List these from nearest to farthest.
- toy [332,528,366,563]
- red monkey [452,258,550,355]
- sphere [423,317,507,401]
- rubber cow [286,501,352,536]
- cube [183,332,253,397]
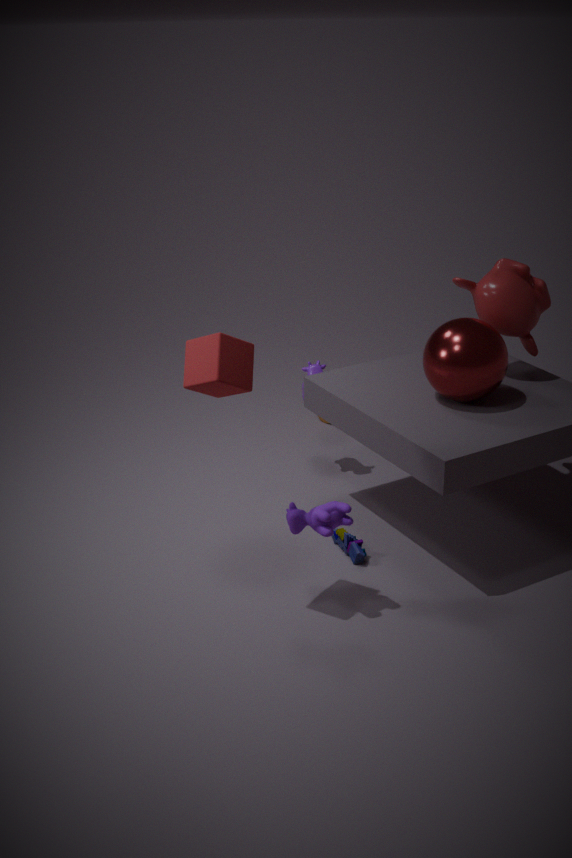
cube [183,332,253,397]
rubber cow [286,501,352,536]
sphere [423,317,507,401]
toy [332,528,366,563]
red monkey [452,258,550,355]
